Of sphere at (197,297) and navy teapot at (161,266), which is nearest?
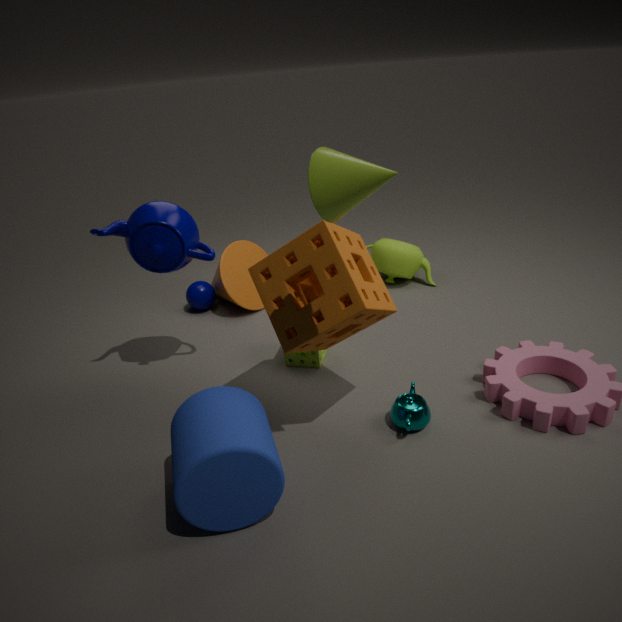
navy teapot at (161,266)
